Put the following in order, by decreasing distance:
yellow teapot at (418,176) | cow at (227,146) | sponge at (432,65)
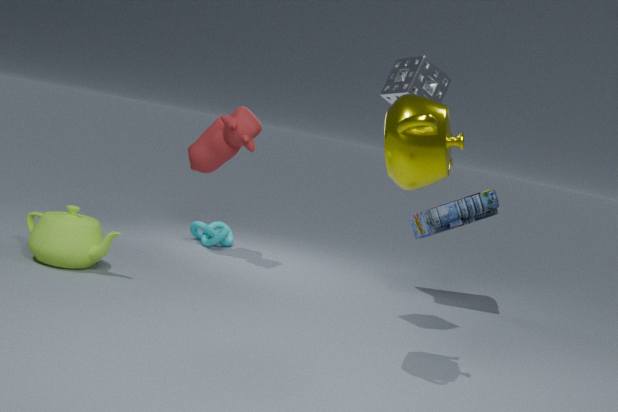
cow at (227,146) → sponge at (432,65) → yellow teapot at (418,176)
